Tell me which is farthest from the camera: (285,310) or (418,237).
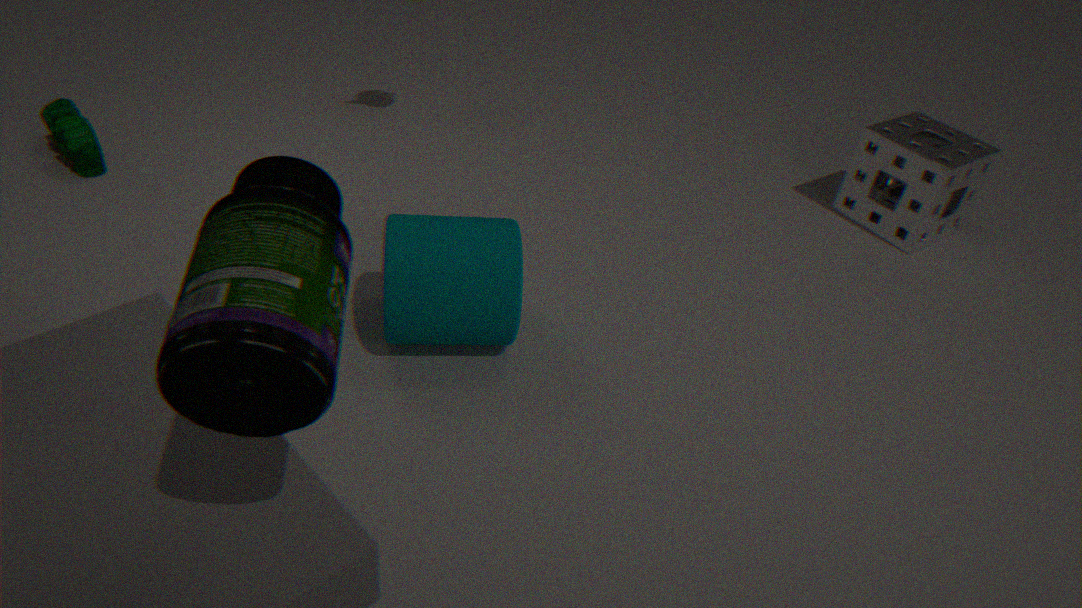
(418,237)
